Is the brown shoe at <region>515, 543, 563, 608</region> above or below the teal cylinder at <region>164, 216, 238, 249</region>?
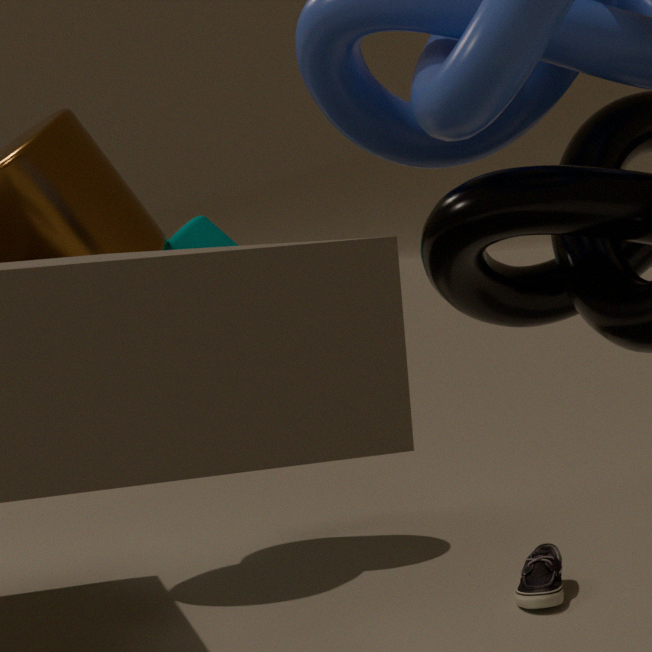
below
